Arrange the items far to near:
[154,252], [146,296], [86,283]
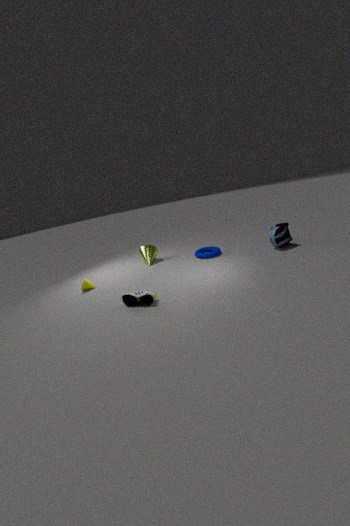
[154,252] < [86,283] < [146,296]
